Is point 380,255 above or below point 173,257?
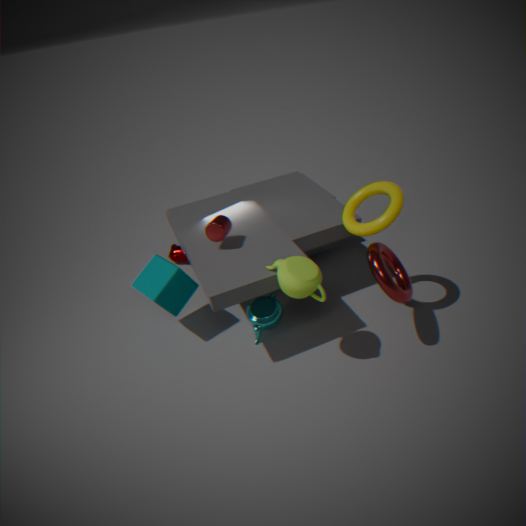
above
